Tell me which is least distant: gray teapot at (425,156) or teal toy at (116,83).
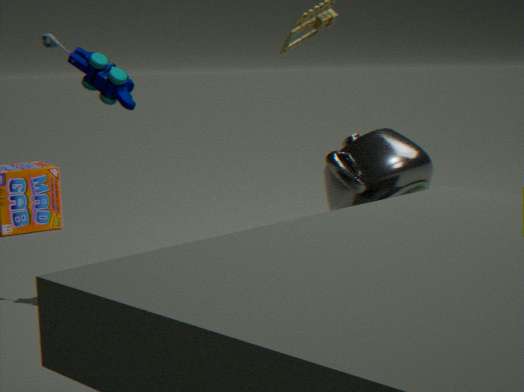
gray teapot at (425,156)
